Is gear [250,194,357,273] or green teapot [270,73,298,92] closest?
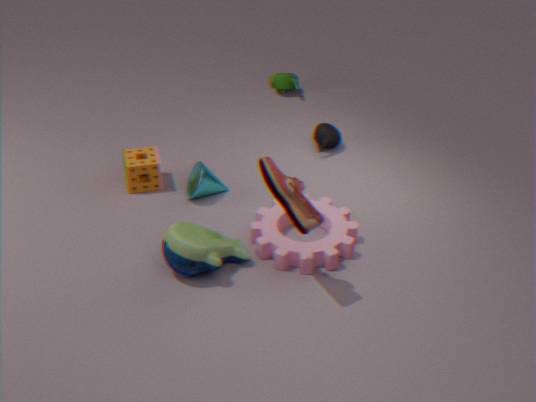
gear [250,194,357,273]
